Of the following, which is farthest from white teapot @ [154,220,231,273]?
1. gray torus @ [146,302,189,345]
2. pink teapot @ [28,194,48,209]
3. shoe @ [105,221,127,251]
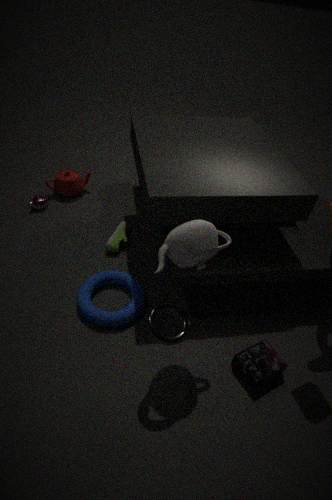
pink teapot @ [28,194,48,209]
